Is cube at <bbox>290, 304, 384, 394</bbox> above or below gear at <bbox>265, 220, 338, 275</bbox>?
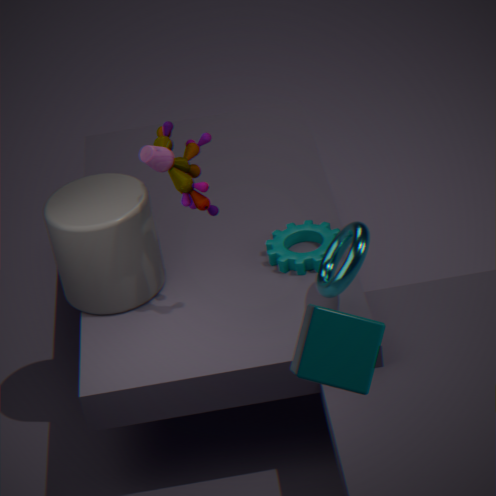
above
